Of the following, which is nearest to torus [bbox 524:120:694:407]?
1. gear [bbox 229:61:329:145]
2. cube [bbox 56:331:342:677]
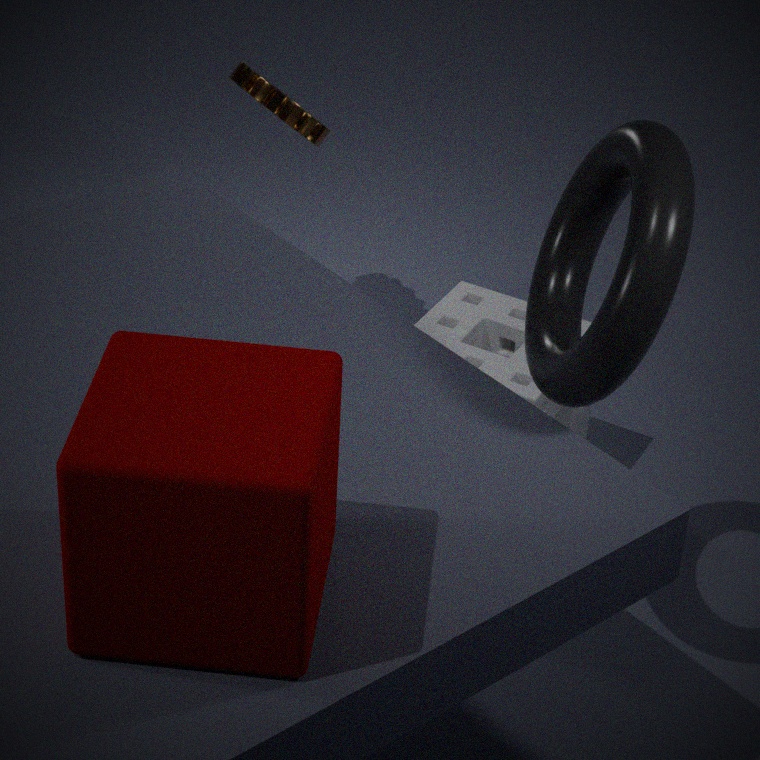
cube [bbox 56:331:342:677]
